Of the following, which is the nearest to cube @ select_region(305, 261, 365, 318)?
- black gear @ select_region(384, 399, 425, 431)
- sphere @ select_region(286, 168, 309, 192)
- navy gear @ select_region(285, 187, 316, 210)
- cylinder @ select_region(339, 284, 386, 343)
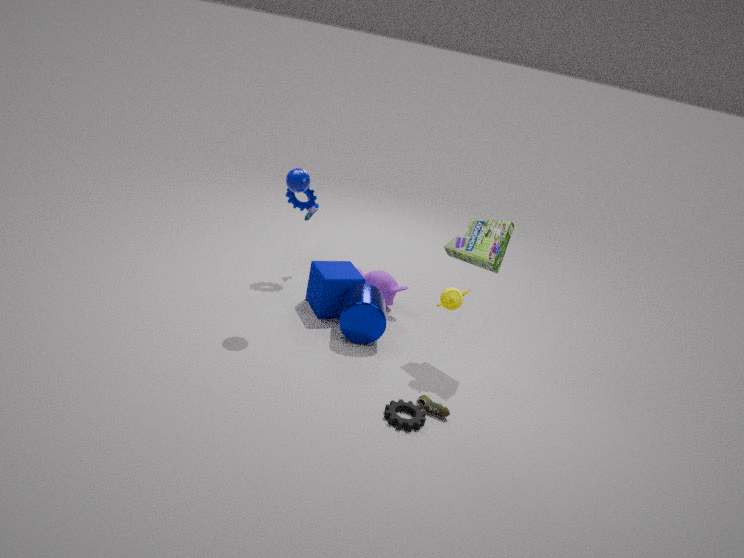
cylinder @ select_region(339, 284, 386, 343)
